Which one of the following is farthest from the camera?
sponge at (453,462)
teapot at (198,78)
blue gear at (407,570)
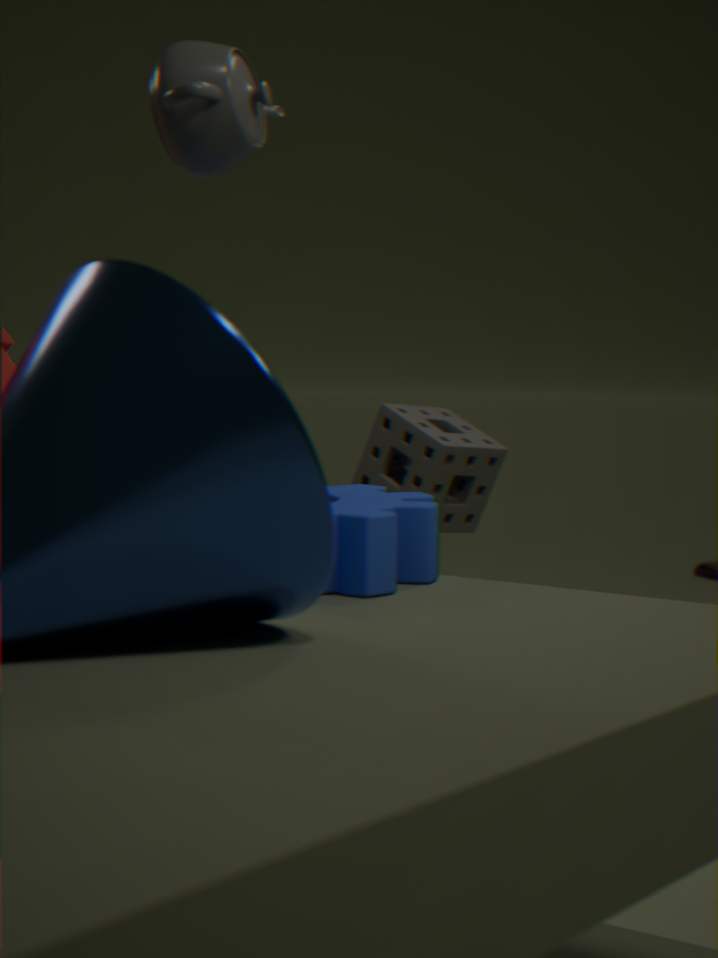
sponge at (453,462)
